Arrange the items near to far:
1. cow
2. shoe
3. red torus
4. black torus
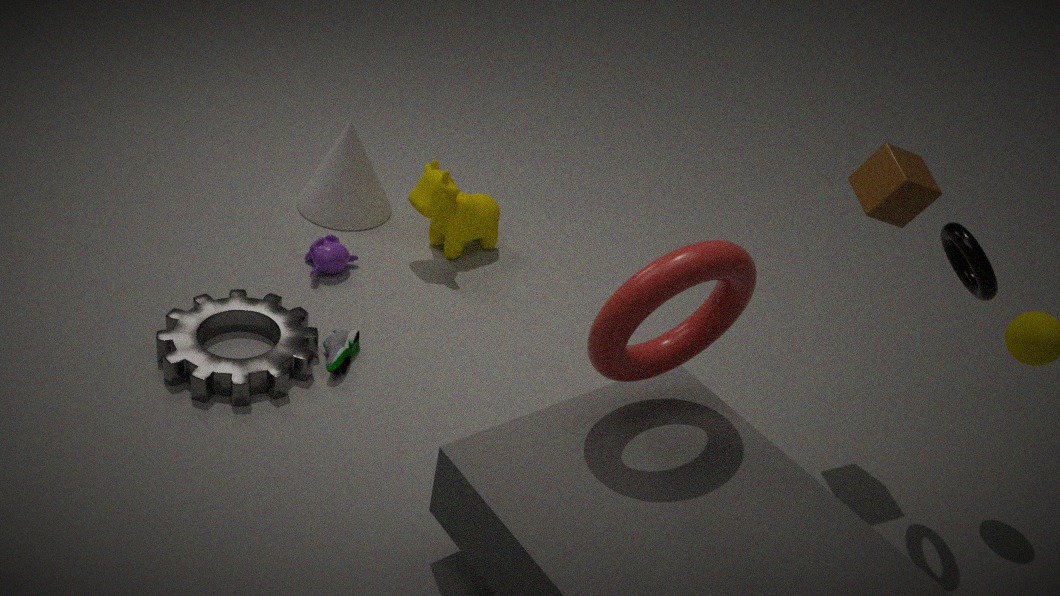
red torus, black torus, shoe, cow
